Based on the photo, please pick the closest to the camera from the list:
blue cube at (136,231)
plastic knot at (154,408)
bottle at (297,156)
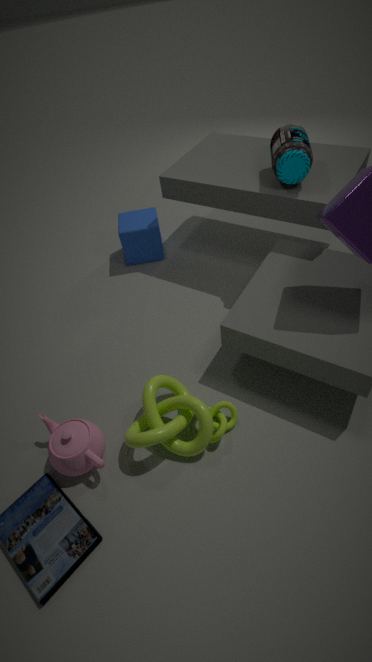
plastic knot at (154,408)
